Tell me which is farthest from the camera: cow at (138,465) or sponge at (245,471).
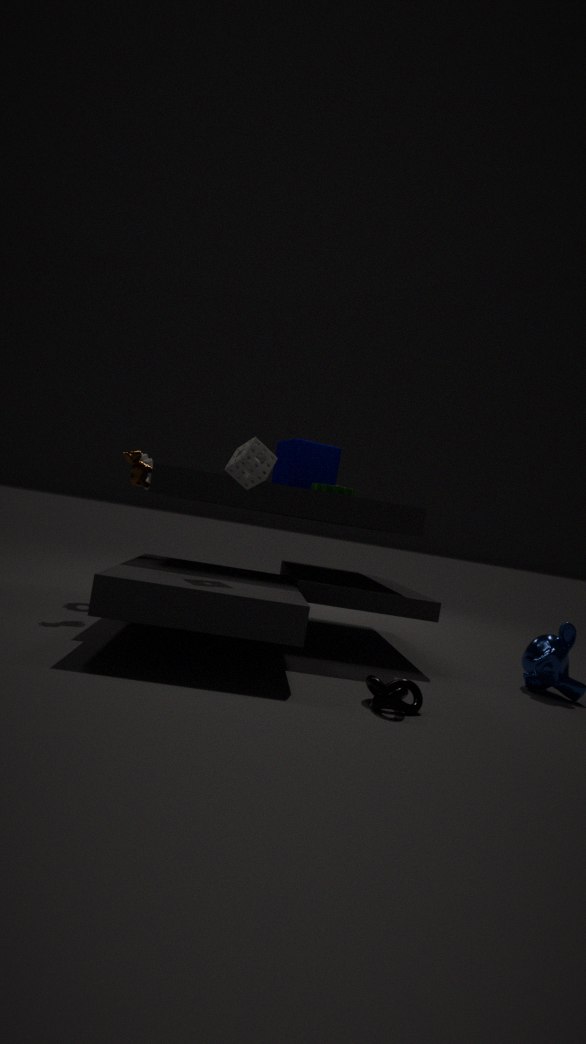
cow at (138,465)
